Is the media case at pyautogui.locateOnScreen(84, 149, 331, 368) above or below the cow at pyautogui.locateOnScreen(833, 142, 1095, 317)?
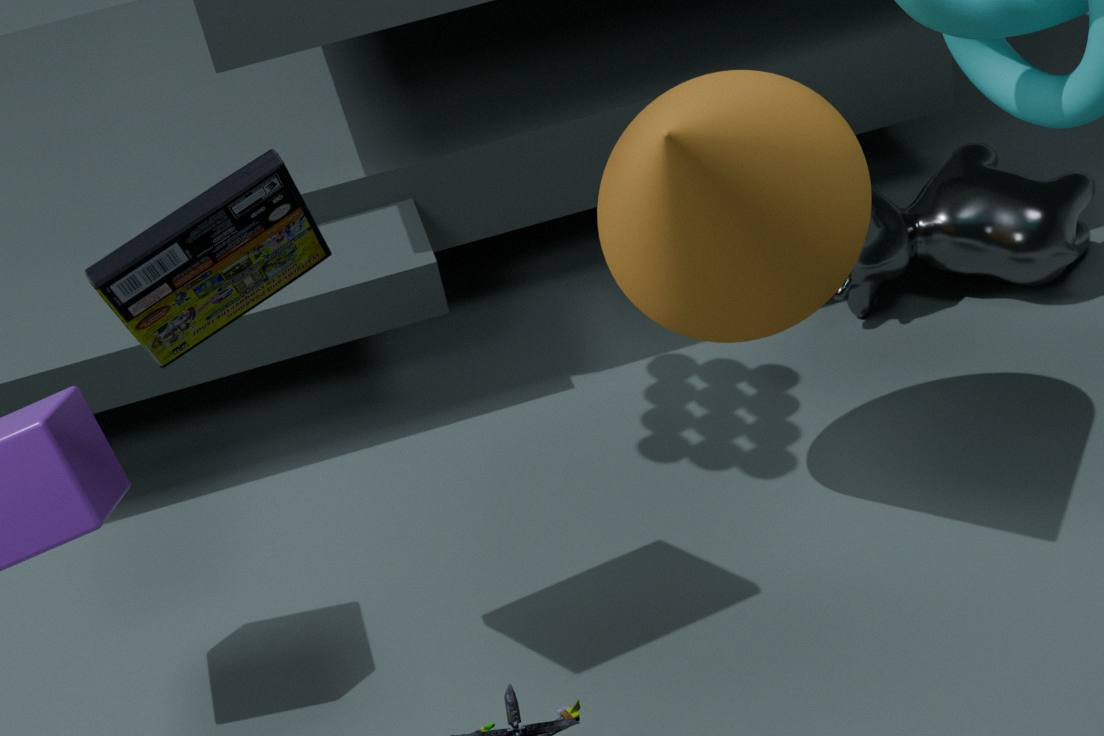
above
